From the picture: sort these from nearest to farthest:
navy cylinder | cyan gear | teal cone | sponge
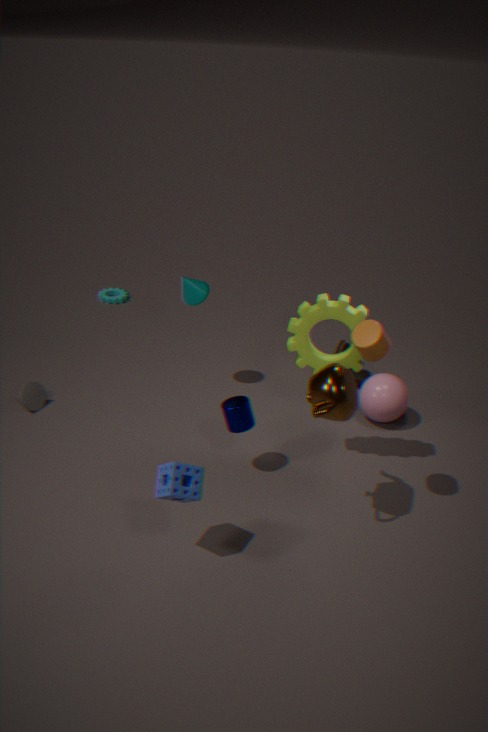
1. sponge
2. navy cylinder
3. teal cone
4. cyan gear
